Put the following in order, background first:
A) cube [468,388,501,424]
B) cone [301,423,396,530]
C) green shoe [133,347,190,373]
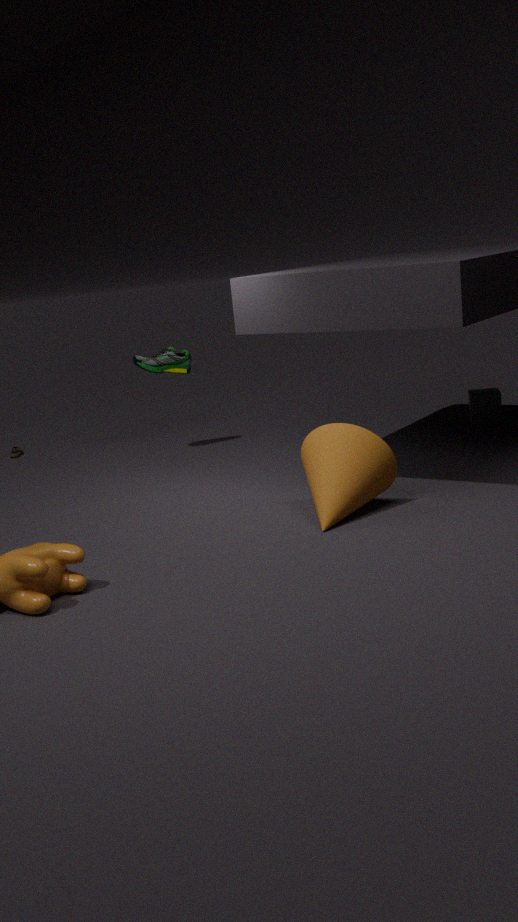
cube [468,388,501,424], green shoe [133,347,190,373], cone [301,423,396,530]
